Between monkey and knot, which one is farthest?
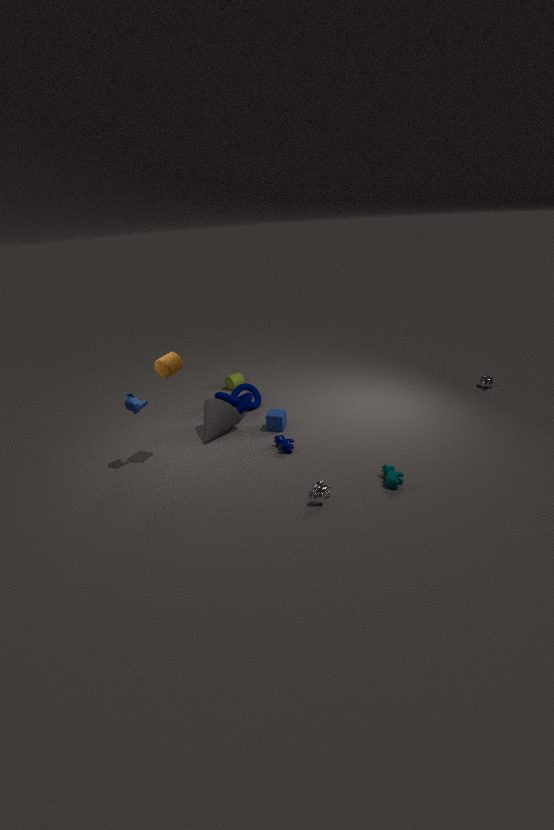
knot
